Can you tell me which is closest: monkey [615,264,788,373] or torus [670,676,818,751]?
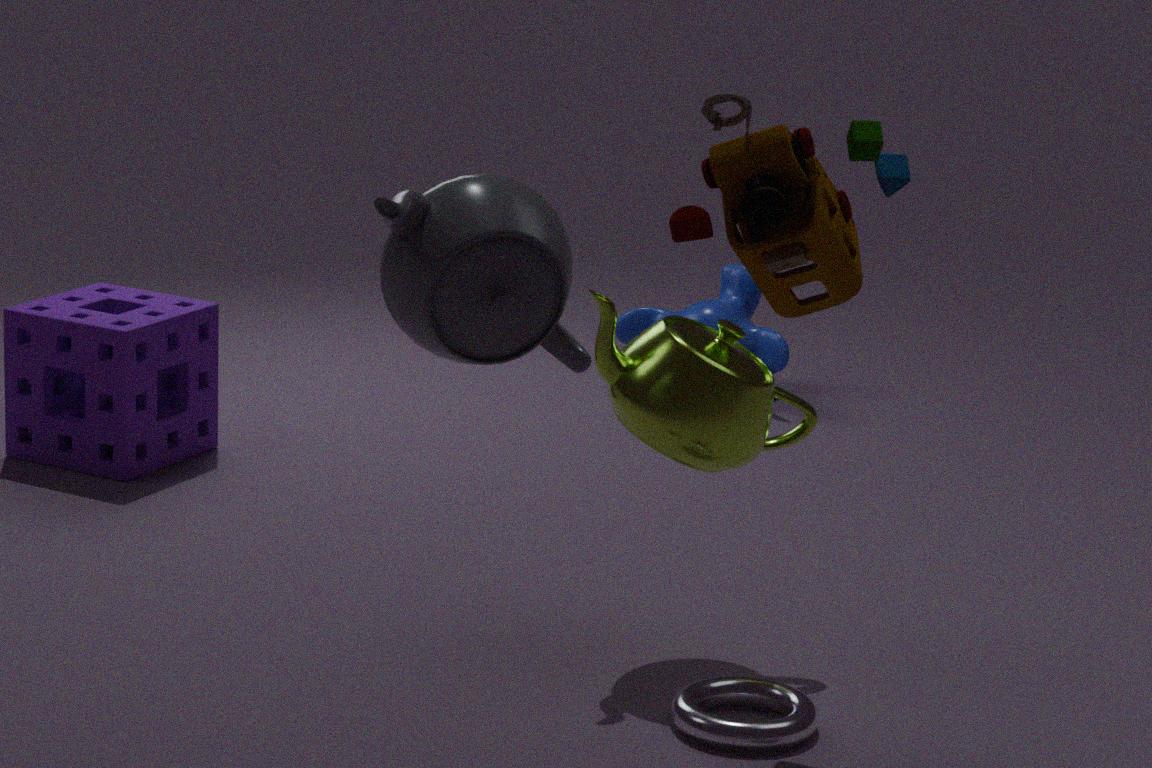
torus [670,676,818,751]
